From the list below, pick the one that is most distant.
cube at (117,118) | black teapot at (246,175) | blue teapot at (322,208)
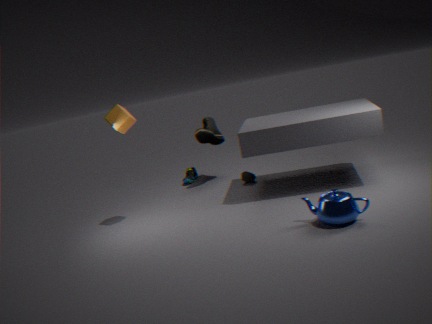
black teapot at (246,175)
